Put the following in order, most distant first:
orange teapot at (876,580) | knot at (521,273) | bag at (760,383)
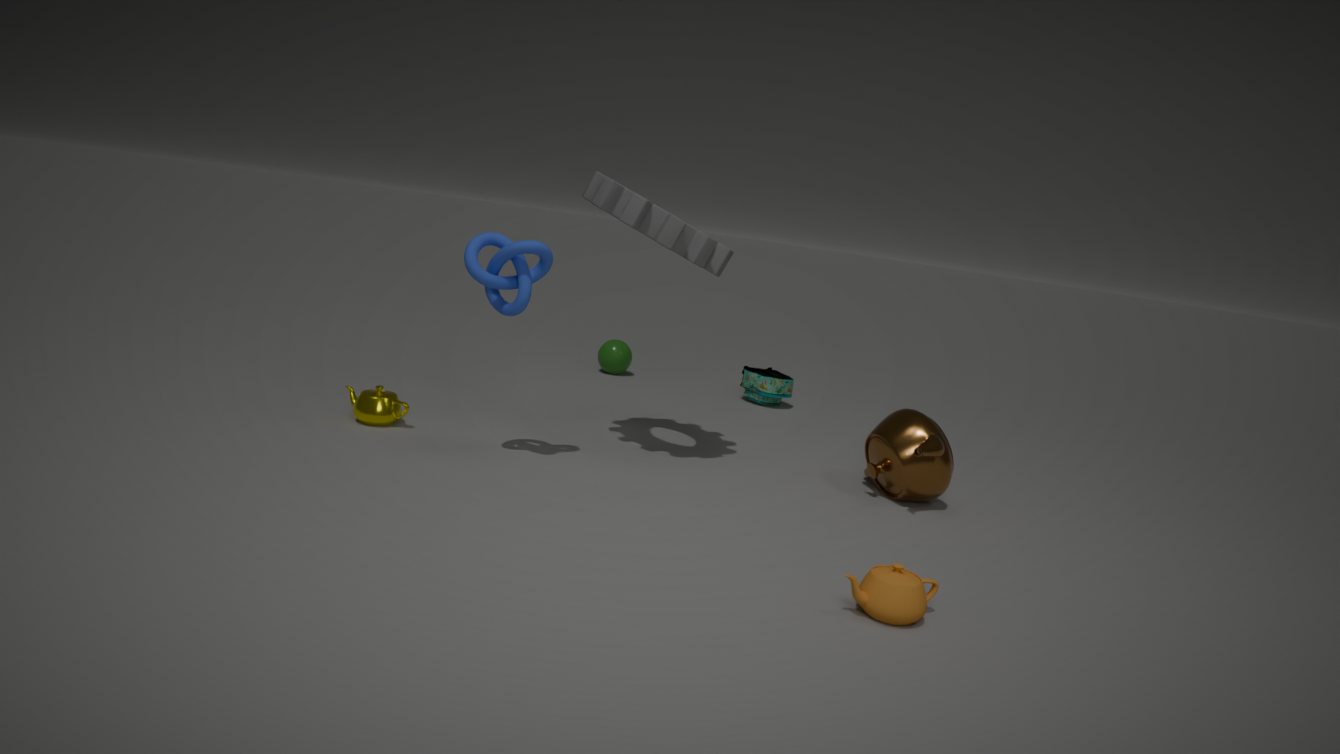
bag at (760,383) < knot at (521,273) < orange teapot at (876,580)
